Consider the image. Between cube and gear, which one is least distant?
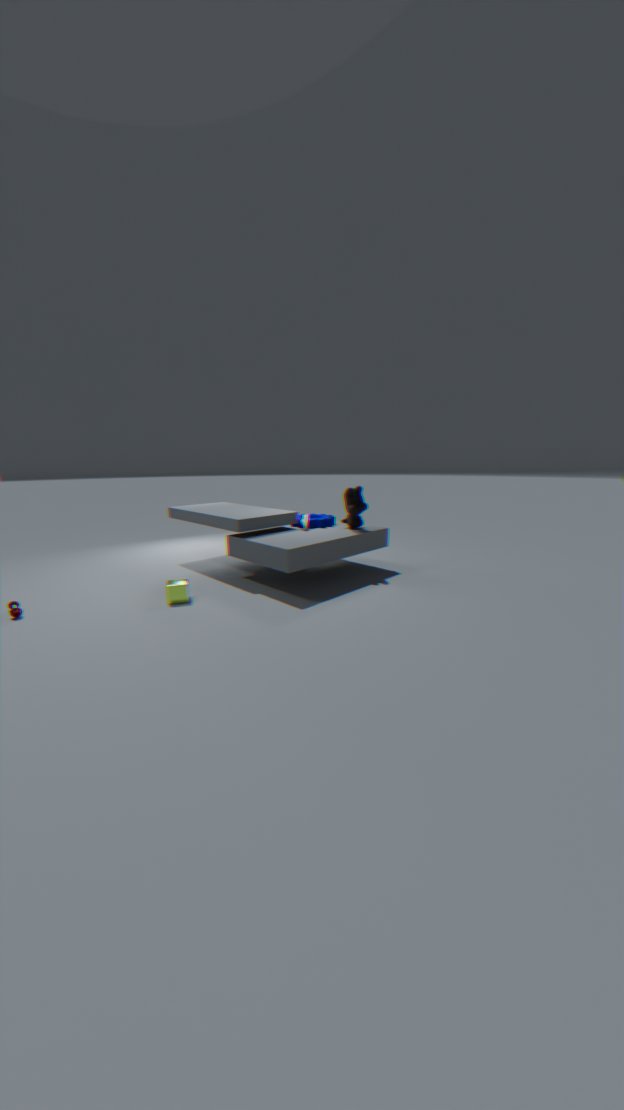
cube
